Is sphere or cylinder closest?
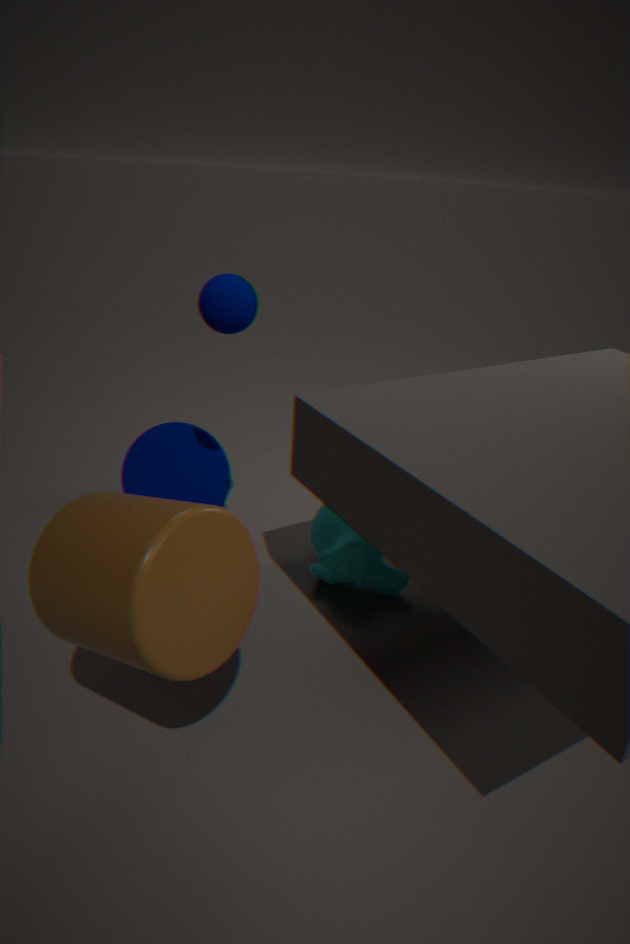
cylinder
